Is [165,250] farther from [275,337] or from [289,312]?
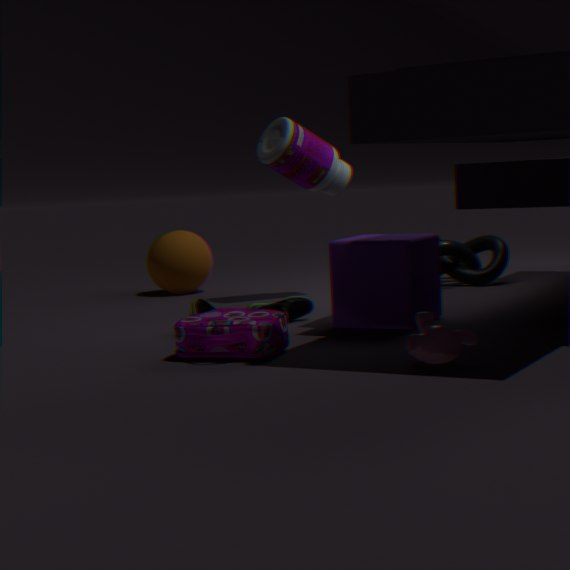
[275,337]
